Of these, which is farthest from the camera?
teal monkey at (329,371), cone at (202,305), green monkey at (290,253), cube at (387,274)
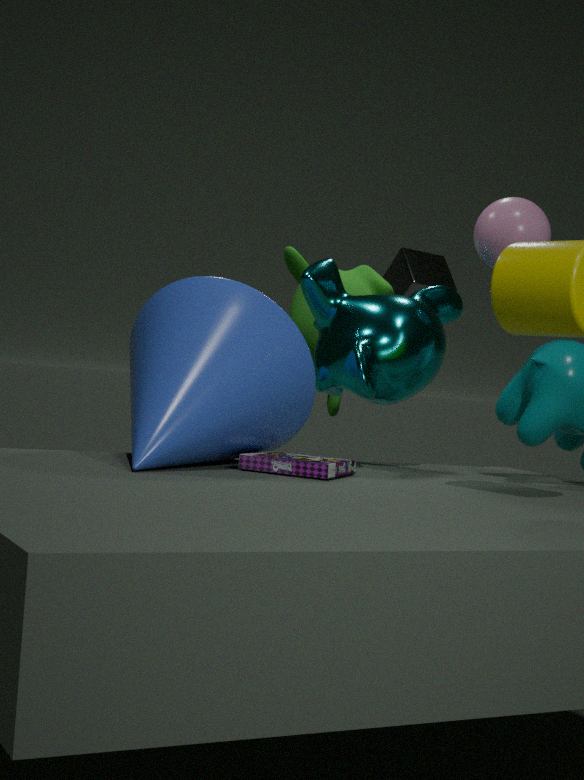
cube at (387,274)
